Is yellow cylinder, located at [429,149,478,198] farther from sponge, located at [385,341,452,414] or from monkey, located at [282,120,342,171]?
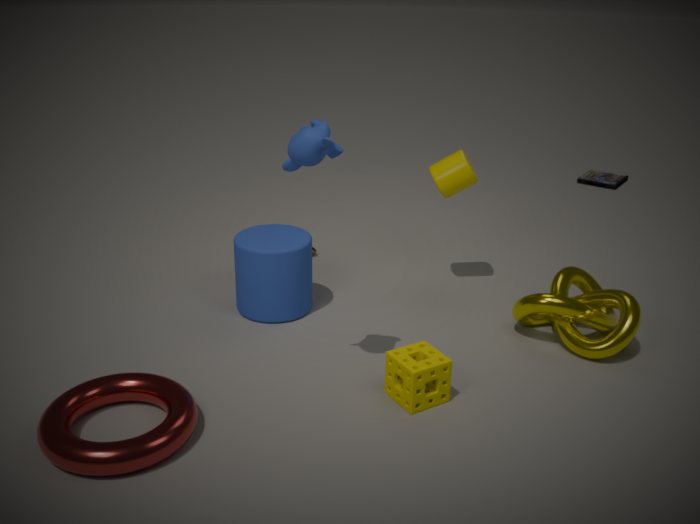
monkey, located at [282,120,342,171]
